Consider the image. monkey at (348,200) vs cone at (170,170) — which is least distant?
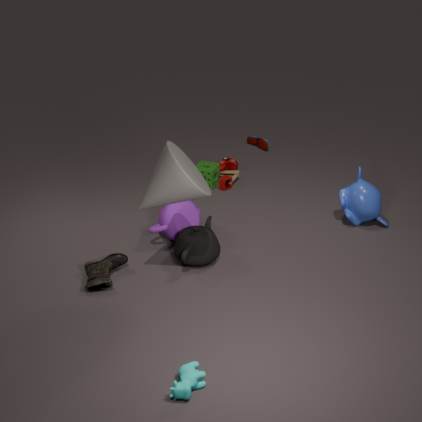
cone at (170,170)
